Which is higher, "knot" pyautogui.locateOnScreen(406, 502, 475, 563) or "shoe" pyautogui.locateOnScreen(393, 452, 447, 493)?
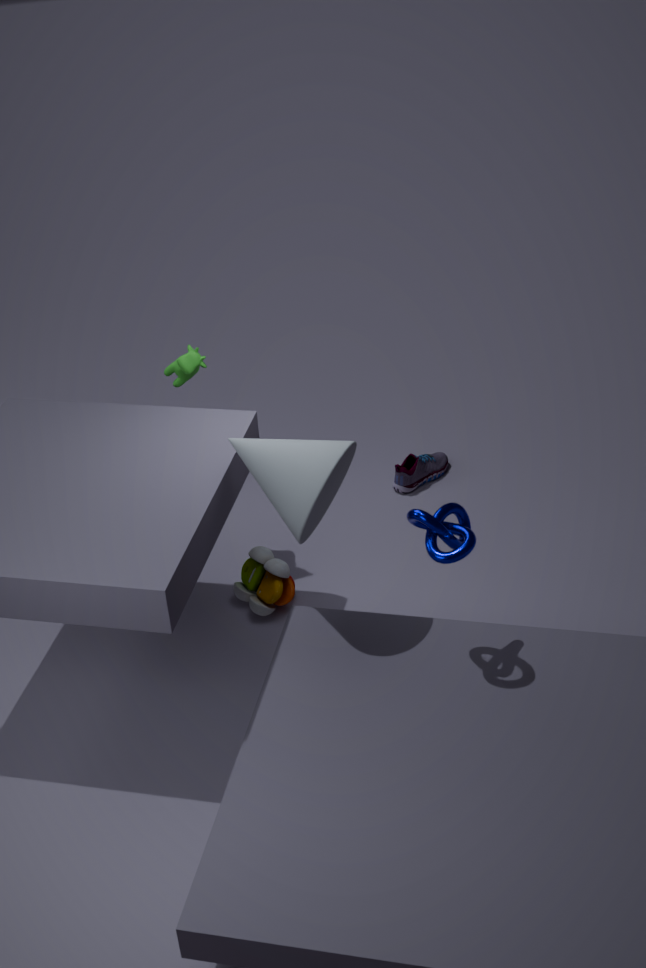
"knot" pyautogui.locateOnScreen(406, 502, 475, 563)
